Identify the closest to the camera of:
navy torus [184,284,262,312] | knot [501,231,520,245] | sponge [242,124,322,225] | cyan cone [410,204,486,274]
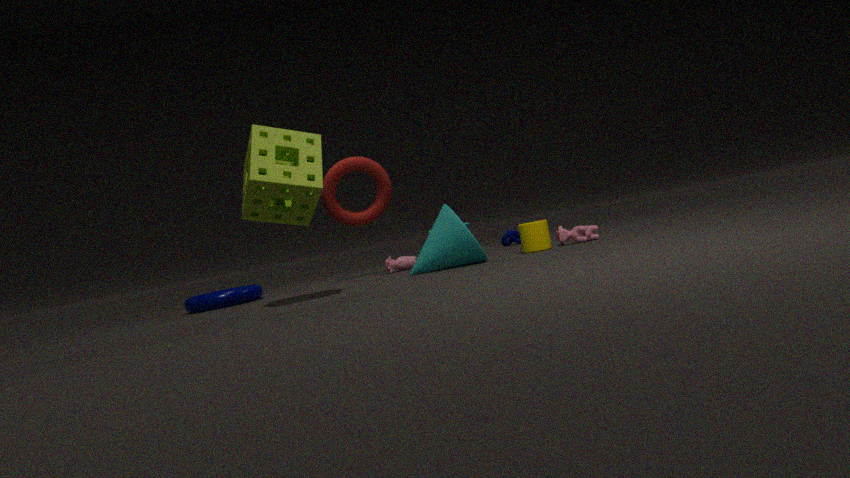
sponge [242,124,322,225]
